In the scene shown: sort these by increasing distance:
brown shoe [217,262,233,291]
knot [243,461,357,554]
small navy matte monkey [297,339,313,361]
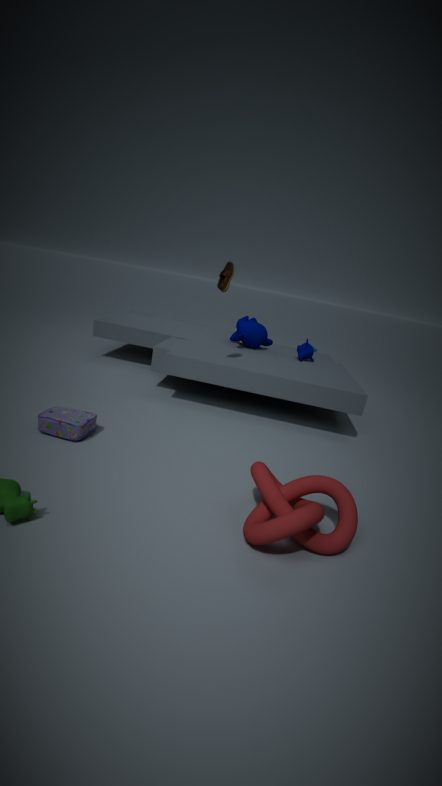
knot [243,461,357,554] < brown shoe [217,262,233,291] < small navy matte monkey [297,339,313,361]
